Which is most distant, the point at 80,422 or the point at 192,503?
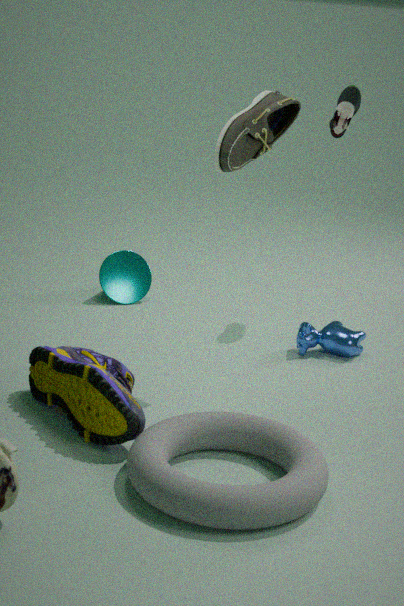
the point at 80,422
